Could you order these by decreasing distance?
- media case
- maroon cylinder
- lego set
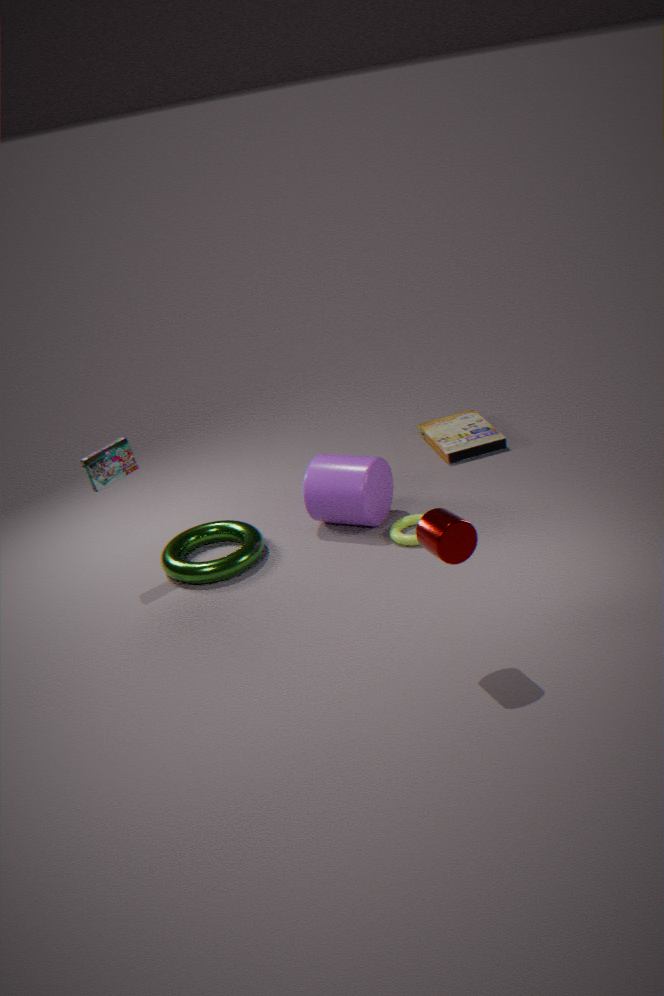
media case, lego set, maroon cylinder
